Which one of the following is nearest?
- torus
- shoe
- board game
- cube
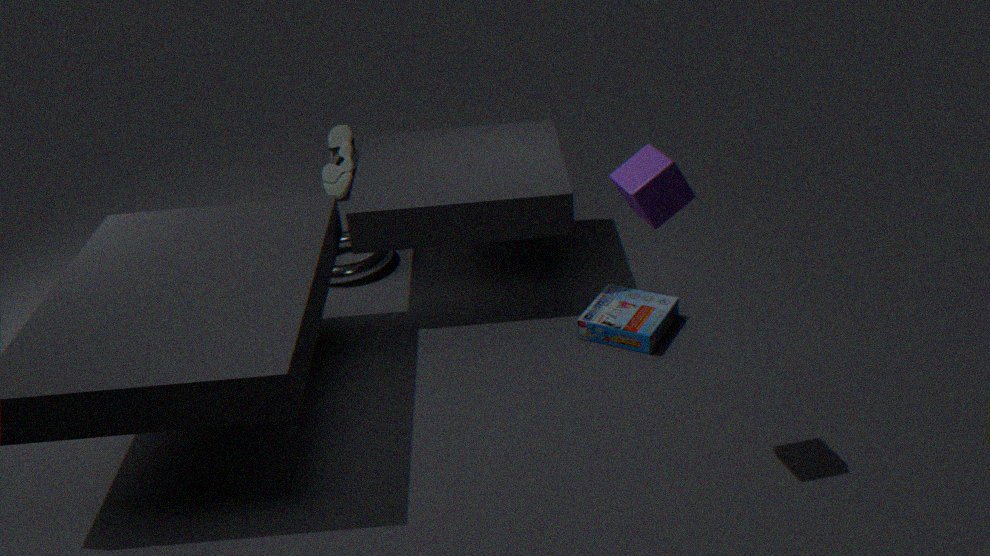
cube
